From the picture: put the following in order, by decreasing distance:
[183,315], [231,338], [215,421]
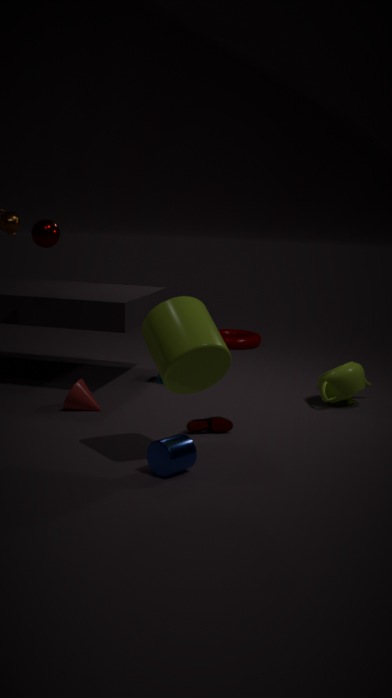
1. [231,338]
2. [215,421]
3. [183,315]
